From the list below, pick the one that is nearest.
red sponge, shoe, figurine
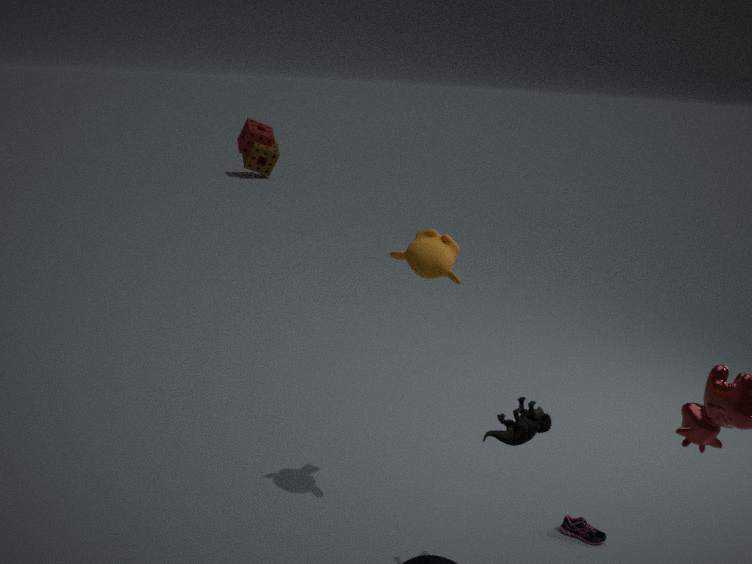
figurine
